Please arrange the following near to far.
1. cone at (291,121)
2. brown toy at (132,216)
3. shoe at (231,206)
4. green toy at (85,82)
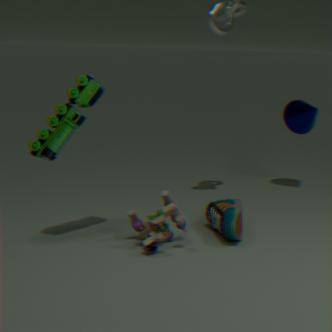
1. green toy at (85,82)
2. brown toy at (132,216)
3. shoe at (231,206)
4. cone at (291,121)
